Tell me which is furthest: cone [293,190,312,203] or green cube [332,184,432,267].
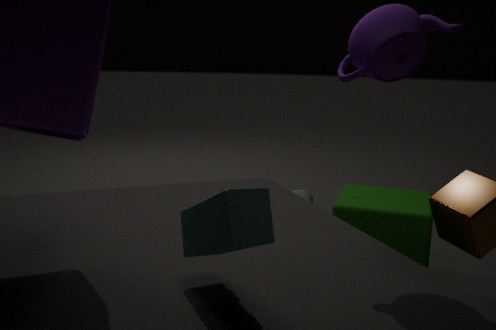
cone [293,190,312,203]
